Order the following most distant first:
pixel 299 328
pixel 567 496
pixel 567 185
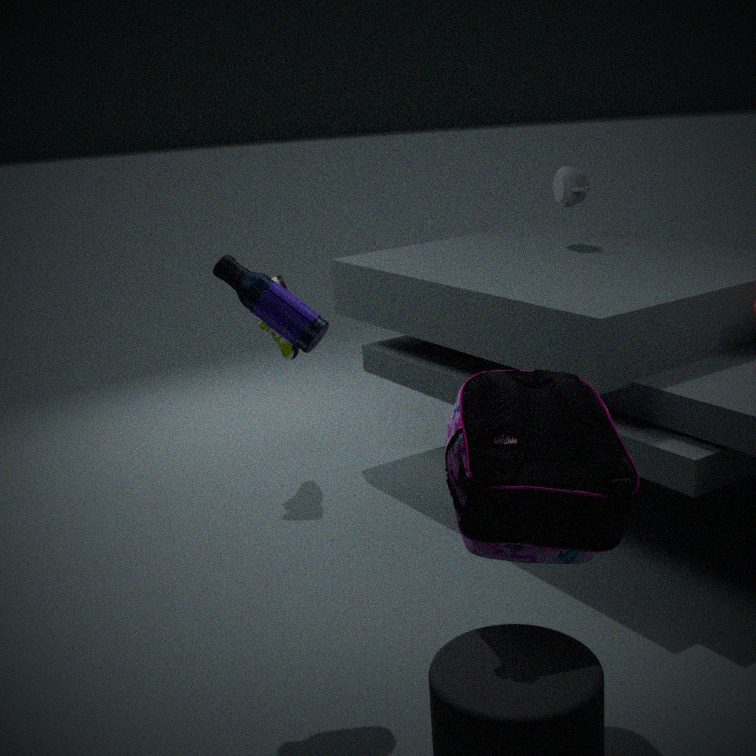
1. pixel 567 185
2. pixel 299 328
3. pixel 567 496
